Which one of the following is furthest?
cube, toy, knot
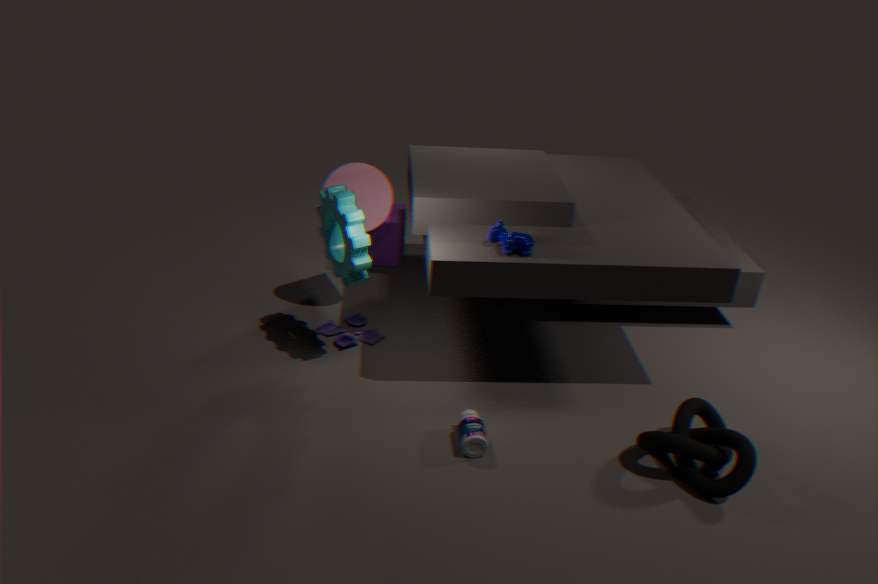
cube
